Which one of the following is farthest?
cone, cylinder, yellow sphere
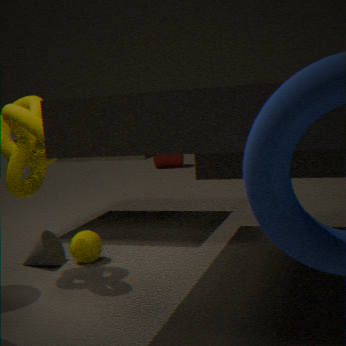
cylinder
